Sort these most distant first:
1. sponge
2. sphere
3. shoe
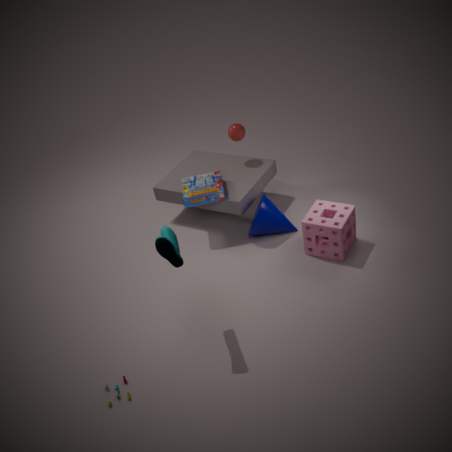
sphere → sponge → shoe
